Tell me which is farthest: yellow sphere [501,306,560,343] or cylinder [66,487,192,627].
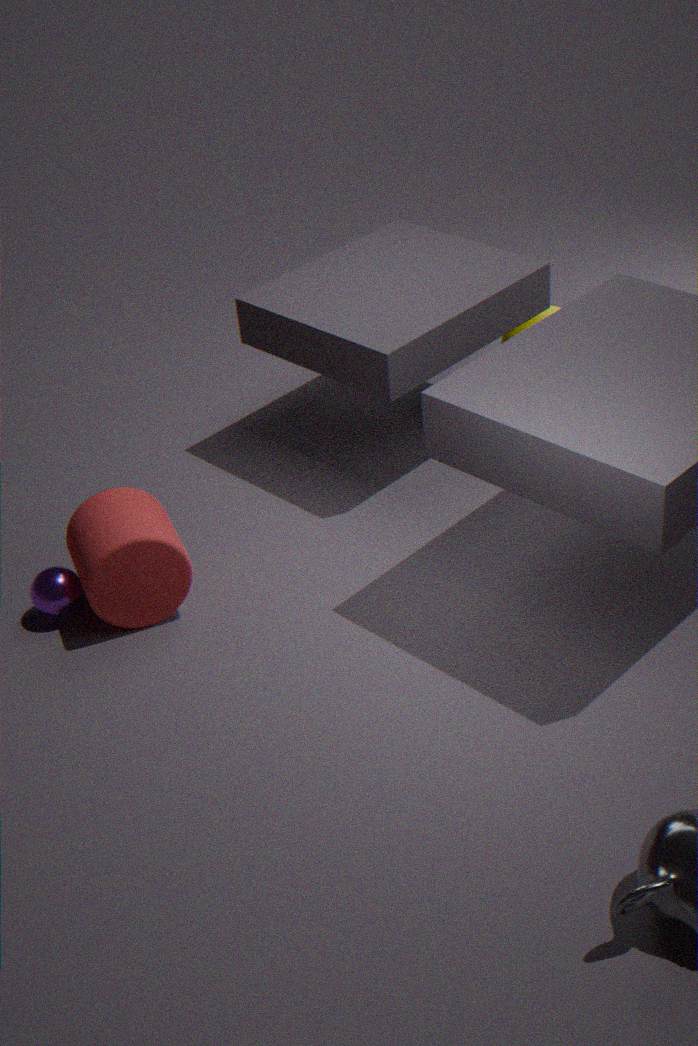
yellow sphere [501,306,560,343]
